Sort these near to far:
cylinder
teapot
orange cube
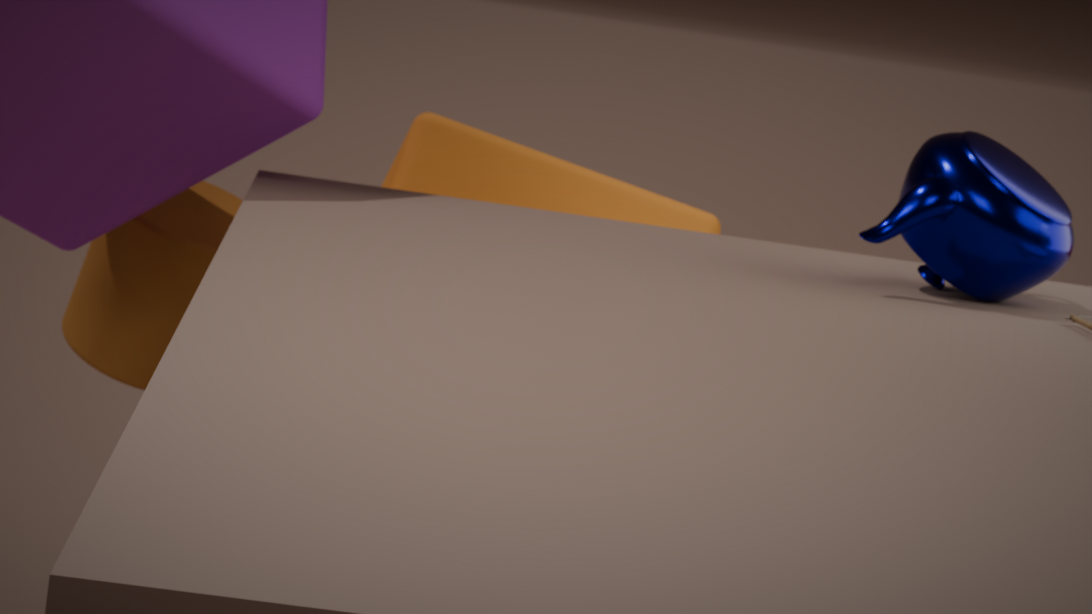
teapot
cylinder
orange cube
